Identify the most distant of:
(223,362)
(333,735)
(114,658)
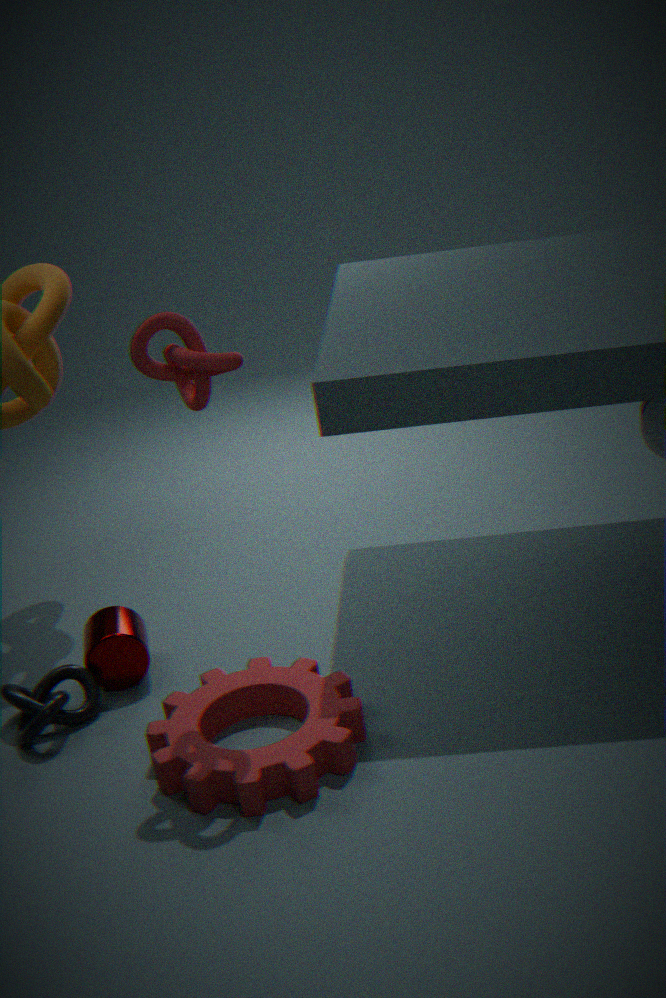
(114,658)
